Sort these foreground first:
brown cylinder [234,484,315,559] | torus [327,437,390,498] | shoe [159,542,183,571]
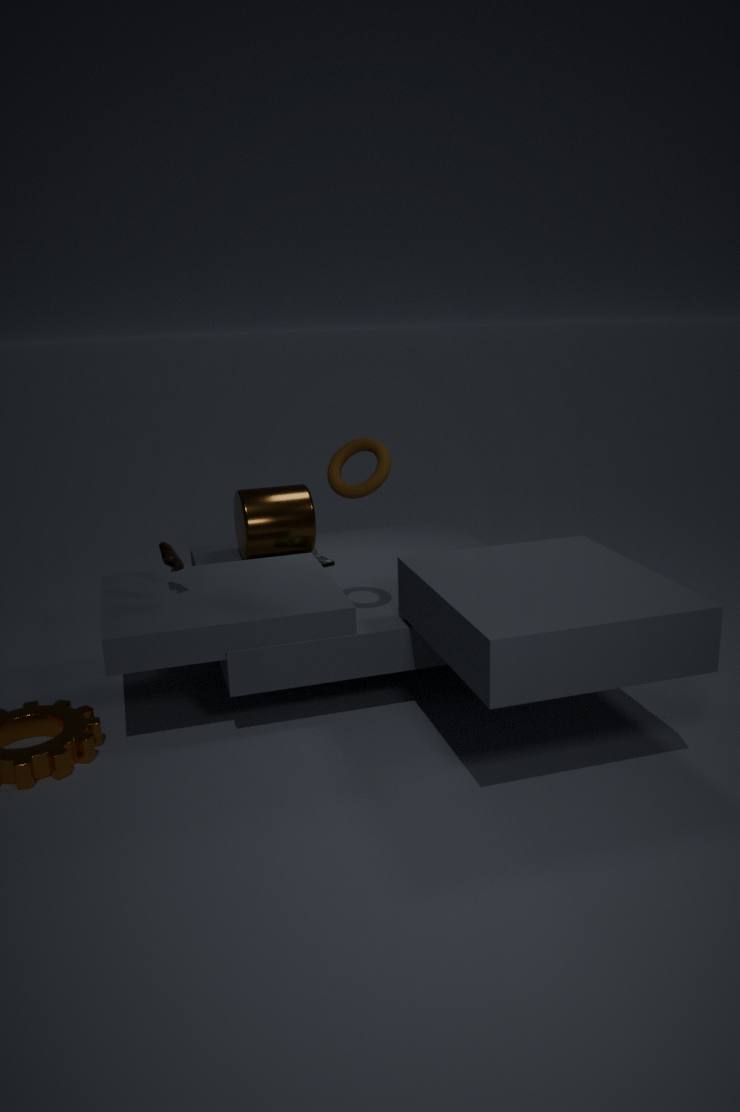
torus [327,437,390,498] < shoe [159,542,183,571] < brown cylinder [234,484,315,559]
